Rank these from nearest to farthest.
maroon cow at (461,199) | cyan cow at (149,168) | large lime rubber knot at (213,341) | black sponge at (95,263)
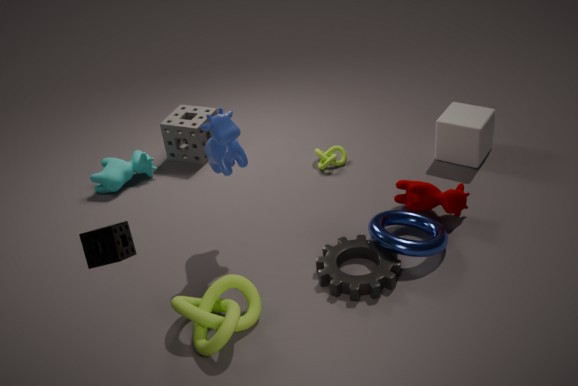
black sponge at (95,263), large lime rubber knot at (213,341), maroon cow at (461,199), cyan cow at (149,168)
